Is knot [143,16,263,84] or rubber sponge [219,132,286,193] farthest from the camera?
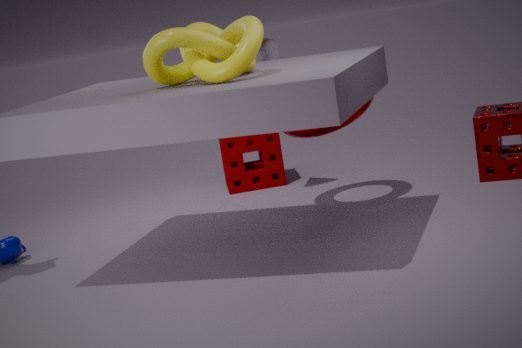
rubber sponge [219,132,286,193]
